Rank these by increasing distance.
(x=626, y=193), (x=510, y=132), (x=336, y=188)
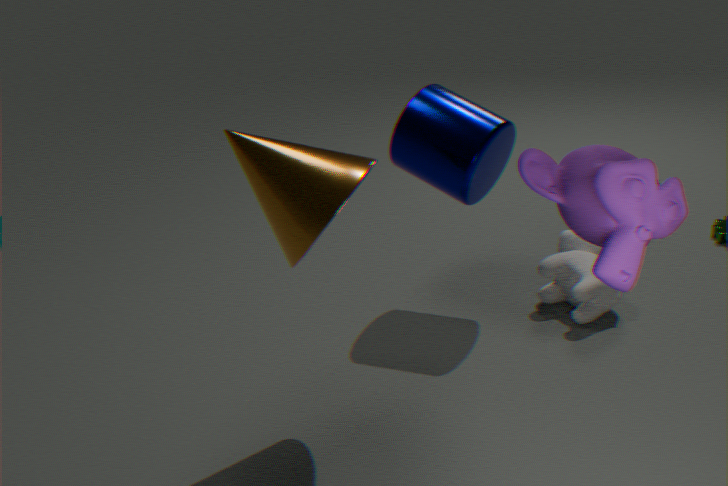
(x=626, y=193), (x=336, y=188), (x=510, y=132)
